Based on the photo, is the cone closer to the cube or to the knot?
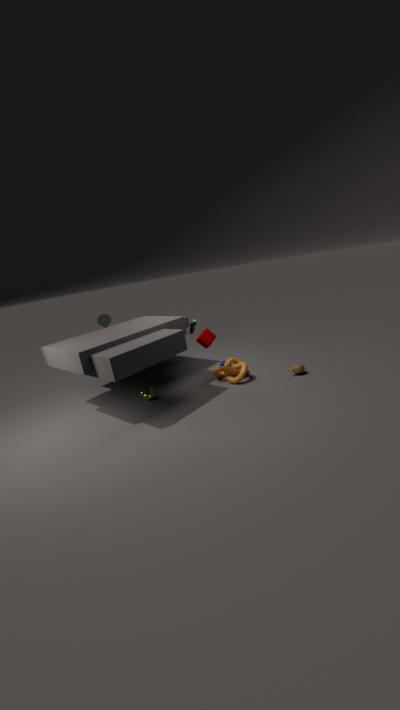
the cube
